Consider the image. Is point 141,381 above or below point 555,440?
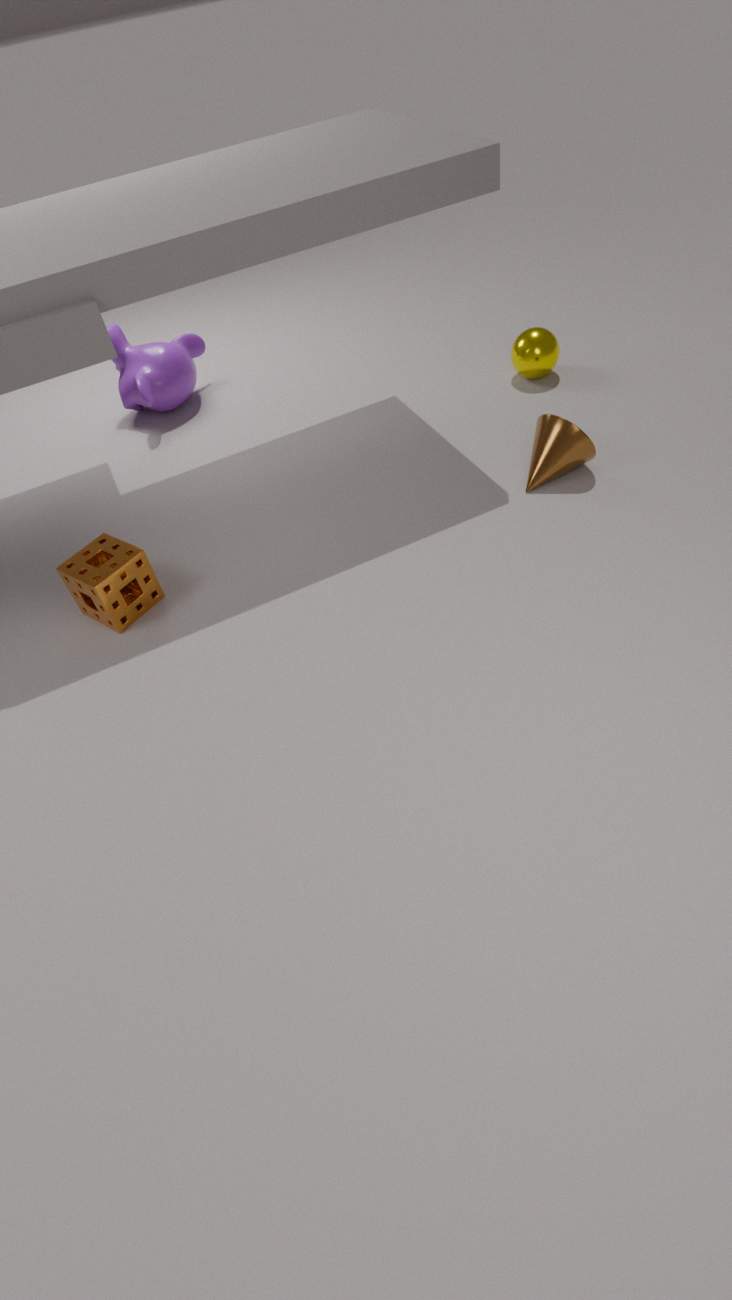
above
